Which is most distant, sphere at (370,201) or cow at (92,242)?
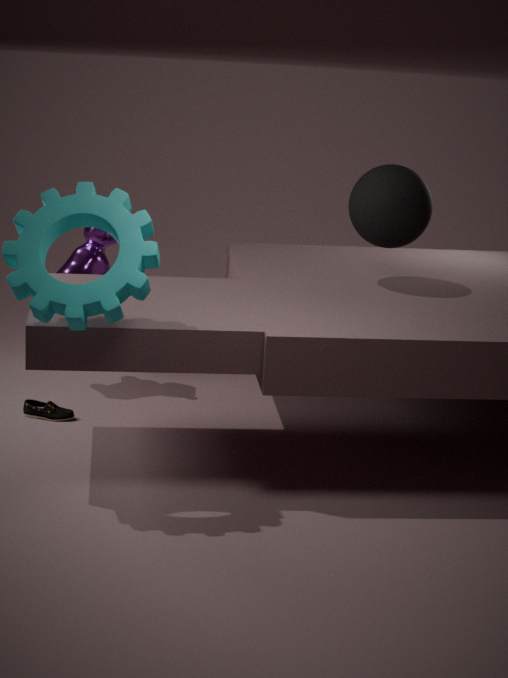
cow at (92,242)
